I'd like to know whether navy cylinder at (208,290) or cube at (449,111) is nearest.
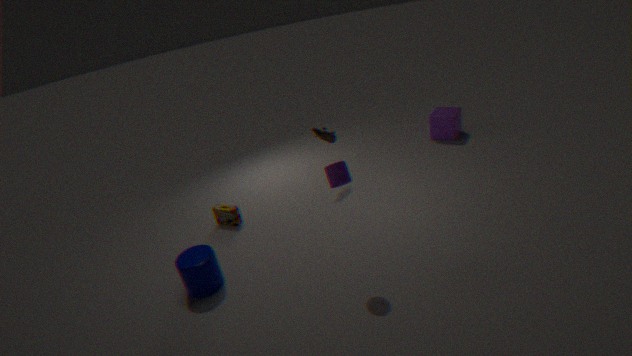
navy cylinder at (208,290)
